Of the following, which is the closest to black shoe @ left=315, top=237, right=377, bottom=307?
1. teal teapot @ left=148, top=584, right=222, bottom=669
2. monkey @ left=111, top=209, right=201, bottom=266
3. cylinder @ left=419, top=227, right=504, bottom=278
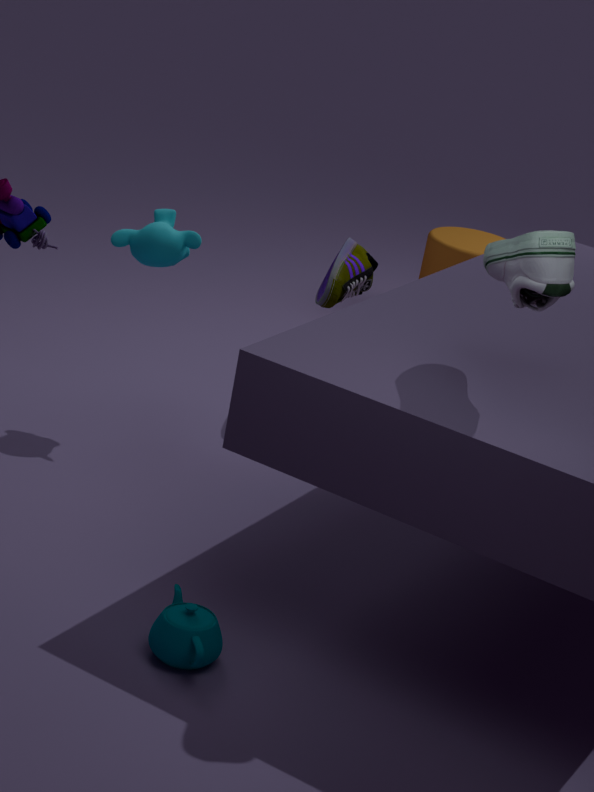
monkey @ left=111, top=209, right=201, bottom=266
